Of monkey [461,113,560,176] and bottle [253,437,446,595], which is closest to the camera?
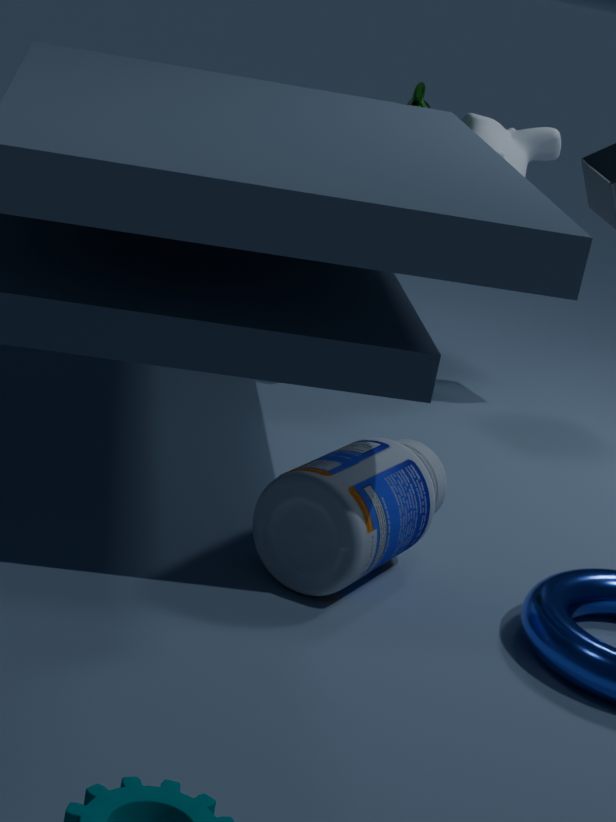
bottle [253,437,446,595]
